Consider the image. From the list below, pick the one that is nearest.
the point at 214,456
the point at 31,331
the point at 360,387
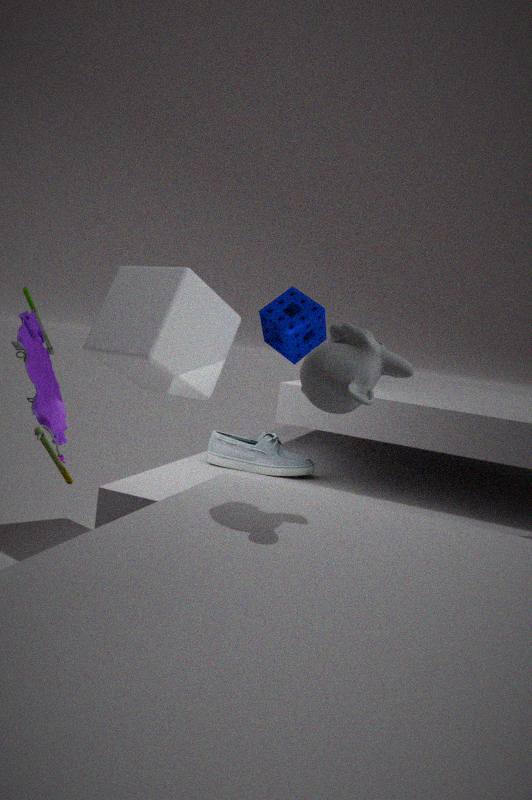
the point at 360,387
